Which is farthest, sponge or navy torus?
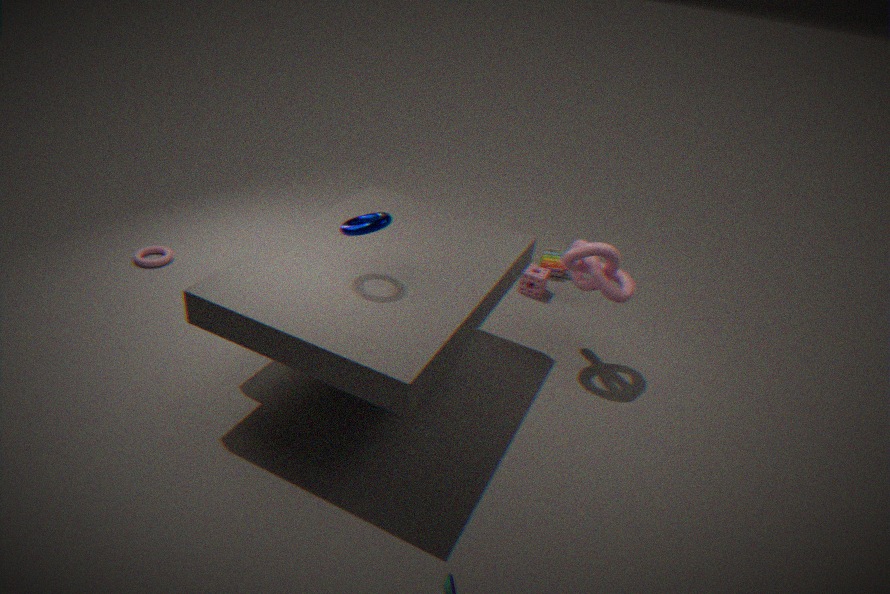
sponge
